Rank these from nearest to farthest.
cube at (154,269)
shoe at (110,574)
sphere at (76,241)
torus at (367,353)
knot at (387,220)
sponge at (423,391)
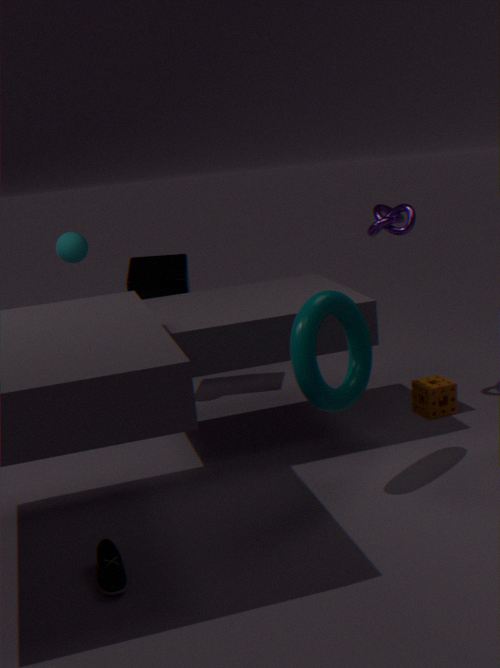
1. shoe at (110,574)
2. torus at (367,353)
3. knot at (387,220)
4. sponge at (423,391)
5. sphere at (76,241)
6. cube at (154,269)
